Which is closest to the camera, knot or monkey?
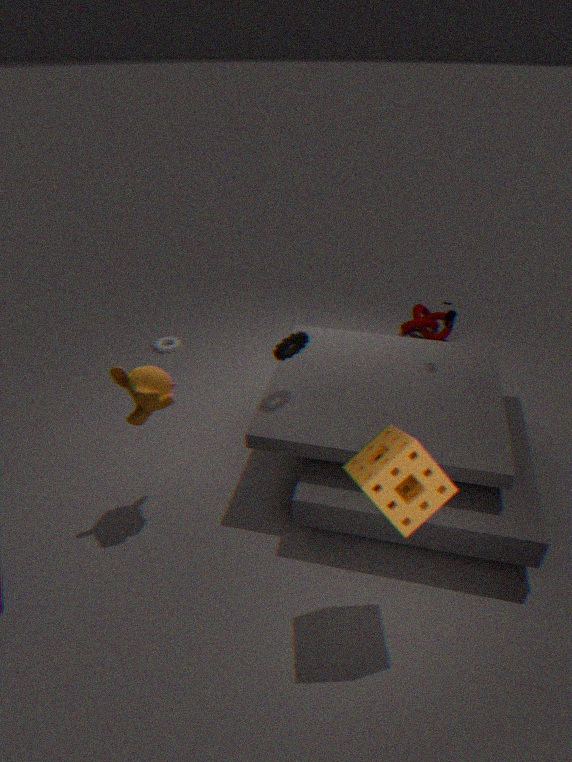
monkey
